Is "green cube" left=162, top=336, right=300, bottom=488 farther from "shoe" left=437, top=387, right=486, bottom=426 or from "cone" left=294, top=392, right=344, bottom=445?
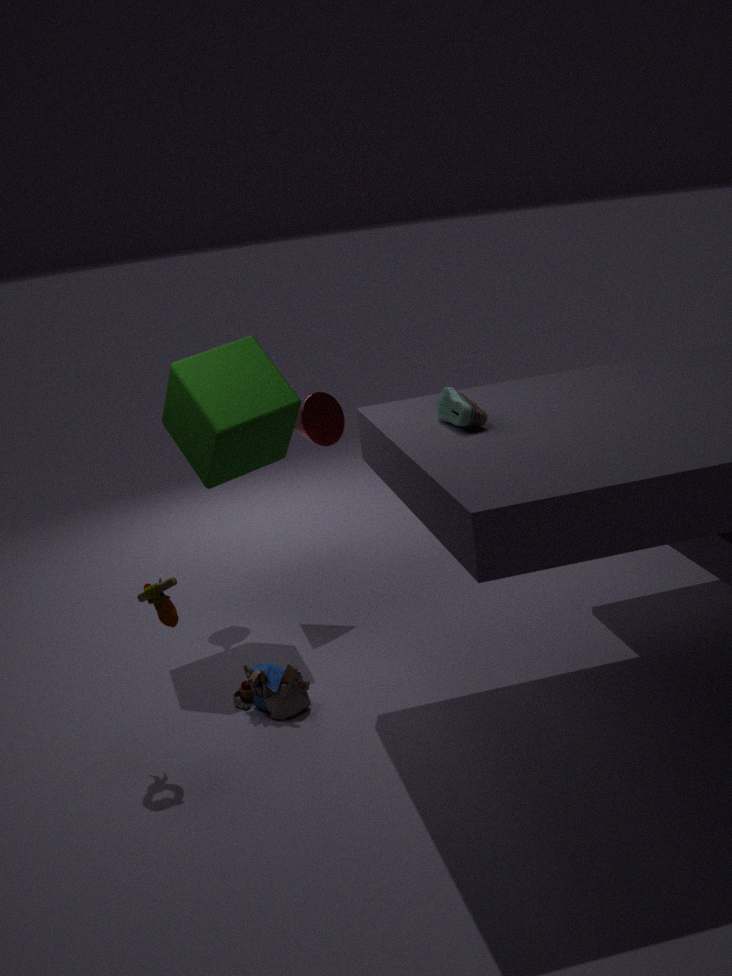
"shoe" left=437, top=387, right=486, bottom=426
